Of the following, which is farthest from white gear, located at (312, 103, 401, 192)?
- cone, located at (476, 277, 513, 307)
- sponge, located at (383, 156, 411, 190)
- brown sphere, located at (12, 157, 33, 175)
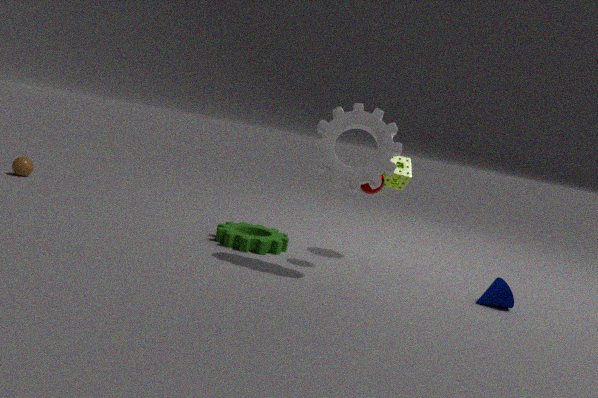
brown sphere, located at (12, 157, 33, 175)
